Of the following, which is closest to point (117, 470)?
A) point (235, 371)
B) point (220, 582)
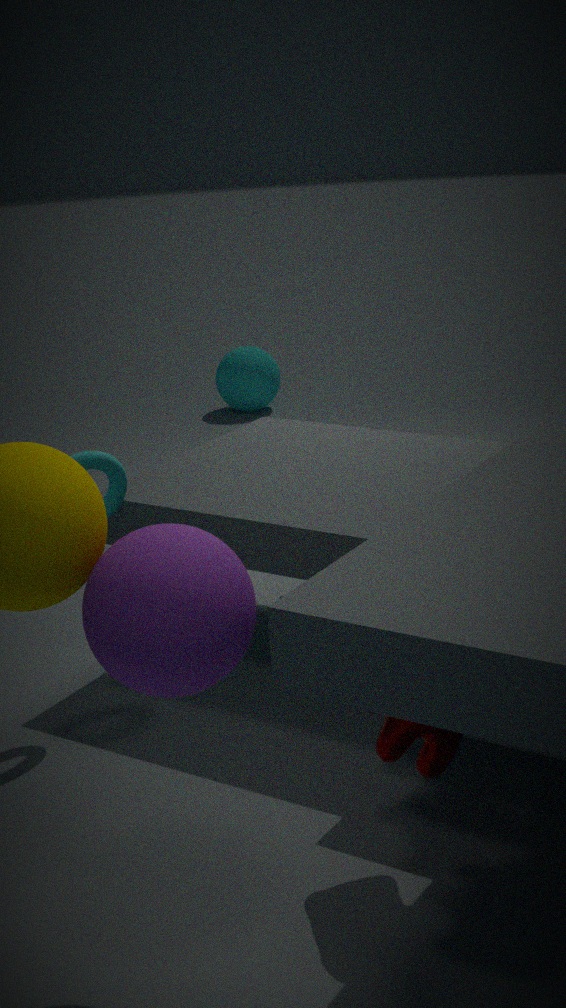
point (220, 582)
